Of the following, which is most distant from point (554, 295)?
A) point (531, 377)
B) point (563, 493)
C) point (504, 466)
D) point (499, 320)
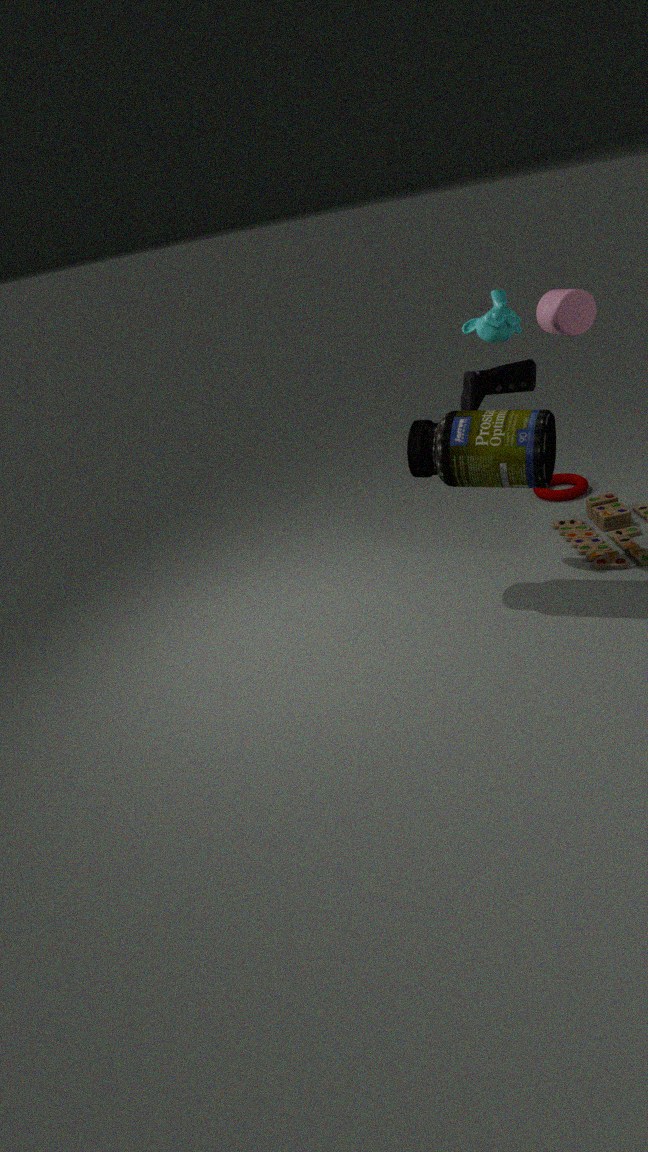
point (563, 493)
